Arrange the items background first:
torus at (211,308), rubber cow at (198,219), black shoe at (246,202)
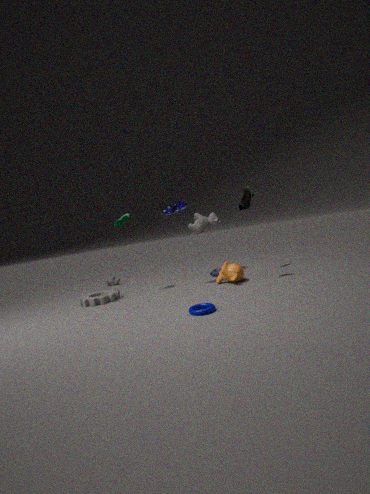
1. rubber cow at (198,219)
2. black shoe at (246,202)
3. torus at (211,308)
